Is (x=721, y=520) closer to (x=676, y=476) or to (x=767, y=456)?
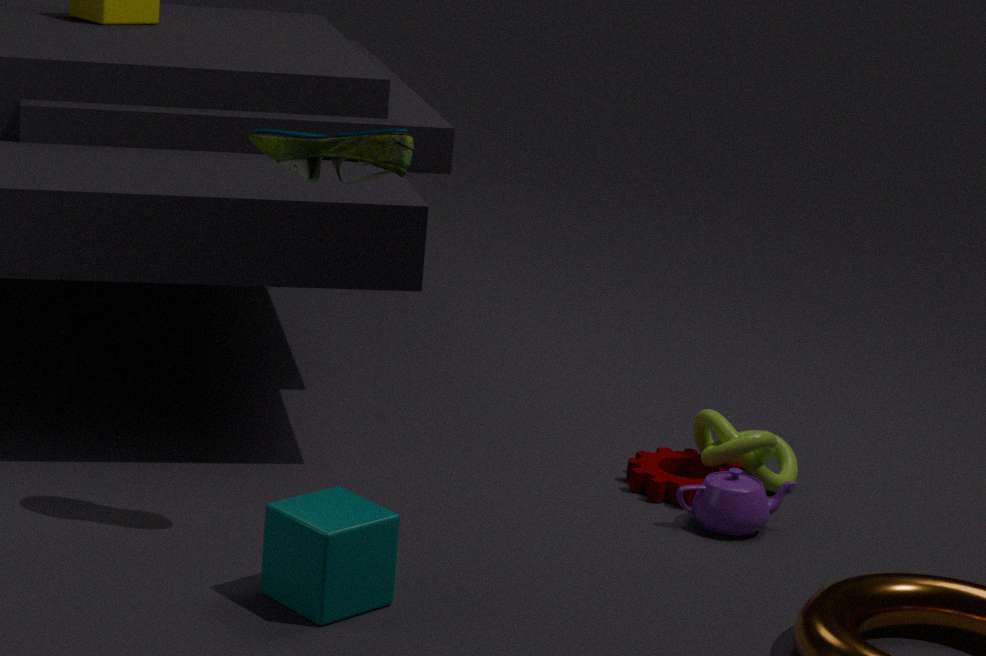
(x=676, y=476)
